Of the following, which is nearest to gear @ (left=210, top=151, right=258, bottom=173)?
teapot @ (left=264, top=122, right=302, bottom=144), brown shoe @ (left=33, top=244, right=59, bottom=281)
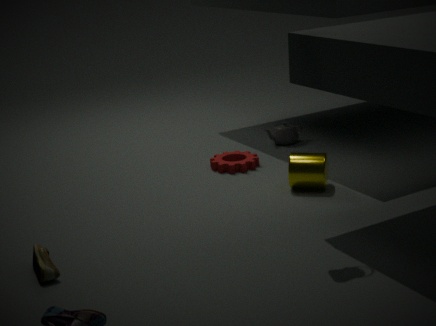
teapot @ (left=264, top=122, right=302, bottom=144)
